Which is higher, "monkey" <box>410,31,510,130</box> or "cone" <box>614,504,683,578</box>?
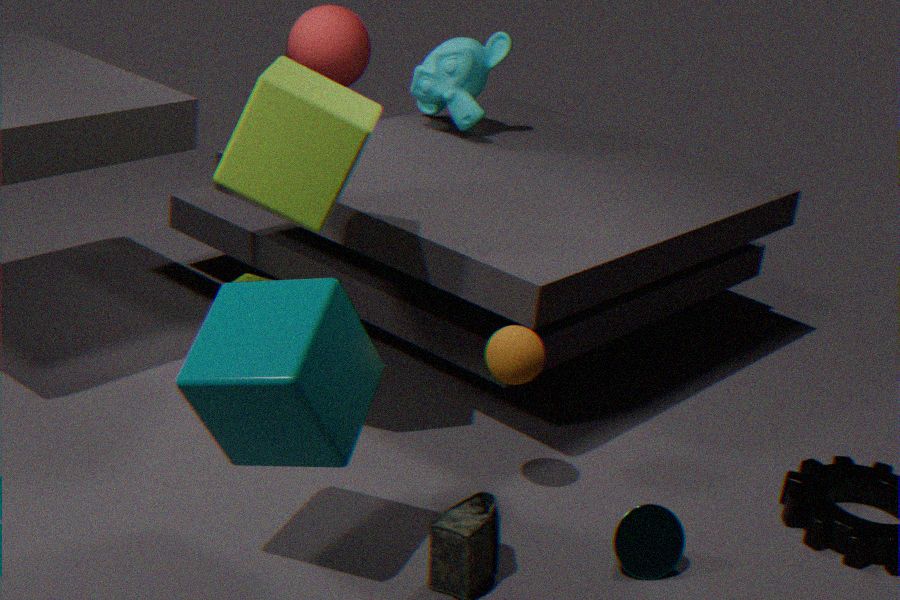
"monkey" <box>410,31,510,130</box>
